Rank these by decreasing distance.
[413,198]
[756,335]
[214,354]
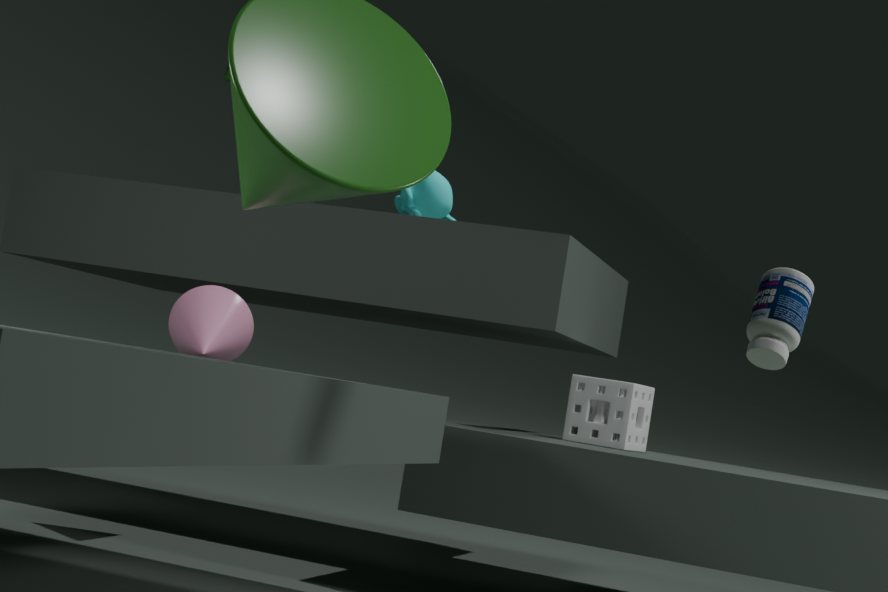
[413,198], [214,354], [756,335]
